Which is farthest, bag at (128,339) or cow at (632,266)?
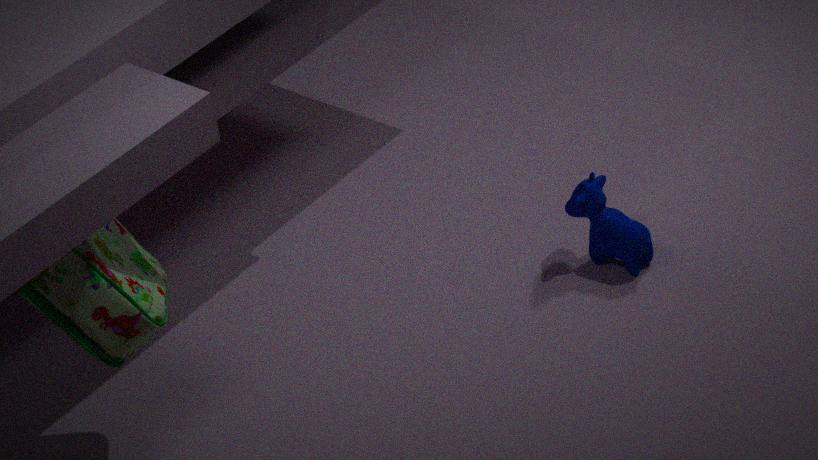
cow at (632,266)
